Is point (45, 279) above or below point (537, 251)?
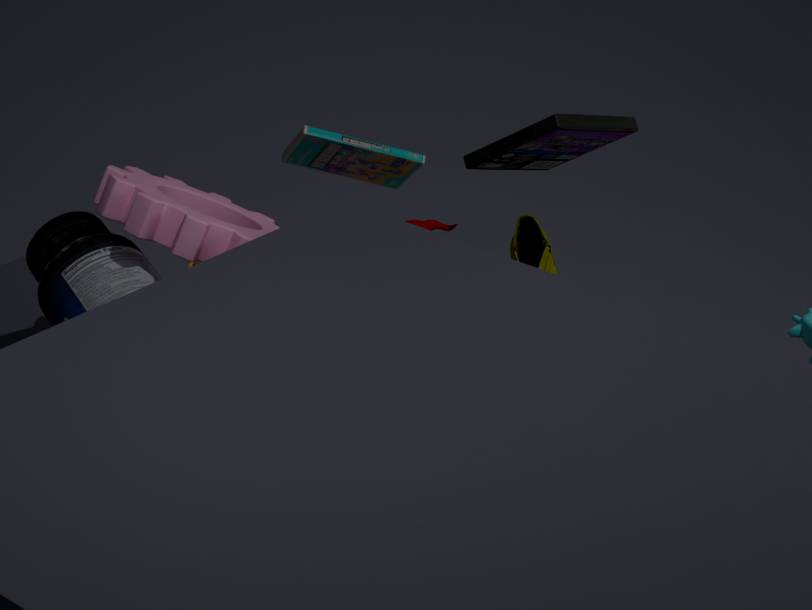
above
